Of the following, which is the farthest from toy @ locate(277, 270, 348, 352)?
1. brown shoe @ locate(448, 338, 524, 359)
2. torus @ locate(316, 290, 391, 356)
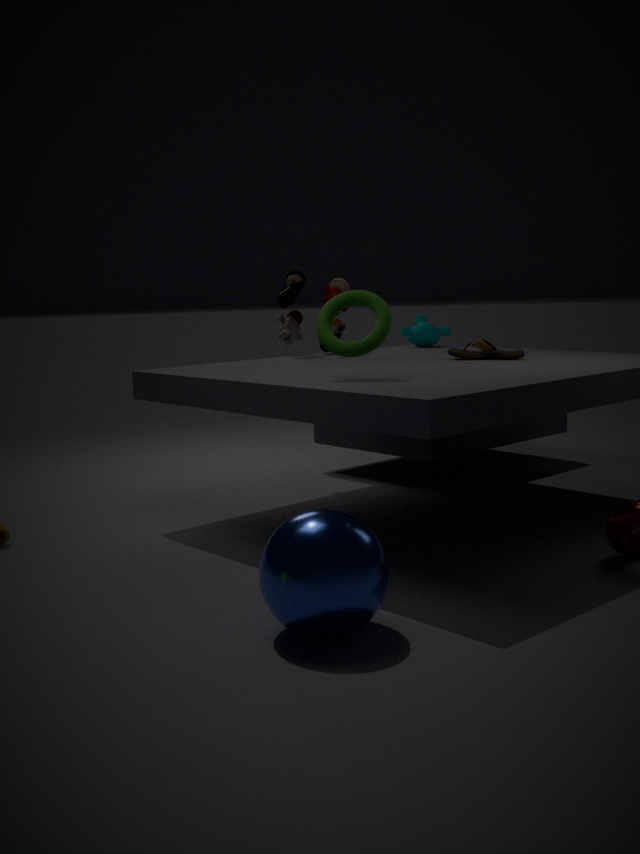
torus @ locate(316, 290, 391, 356)
